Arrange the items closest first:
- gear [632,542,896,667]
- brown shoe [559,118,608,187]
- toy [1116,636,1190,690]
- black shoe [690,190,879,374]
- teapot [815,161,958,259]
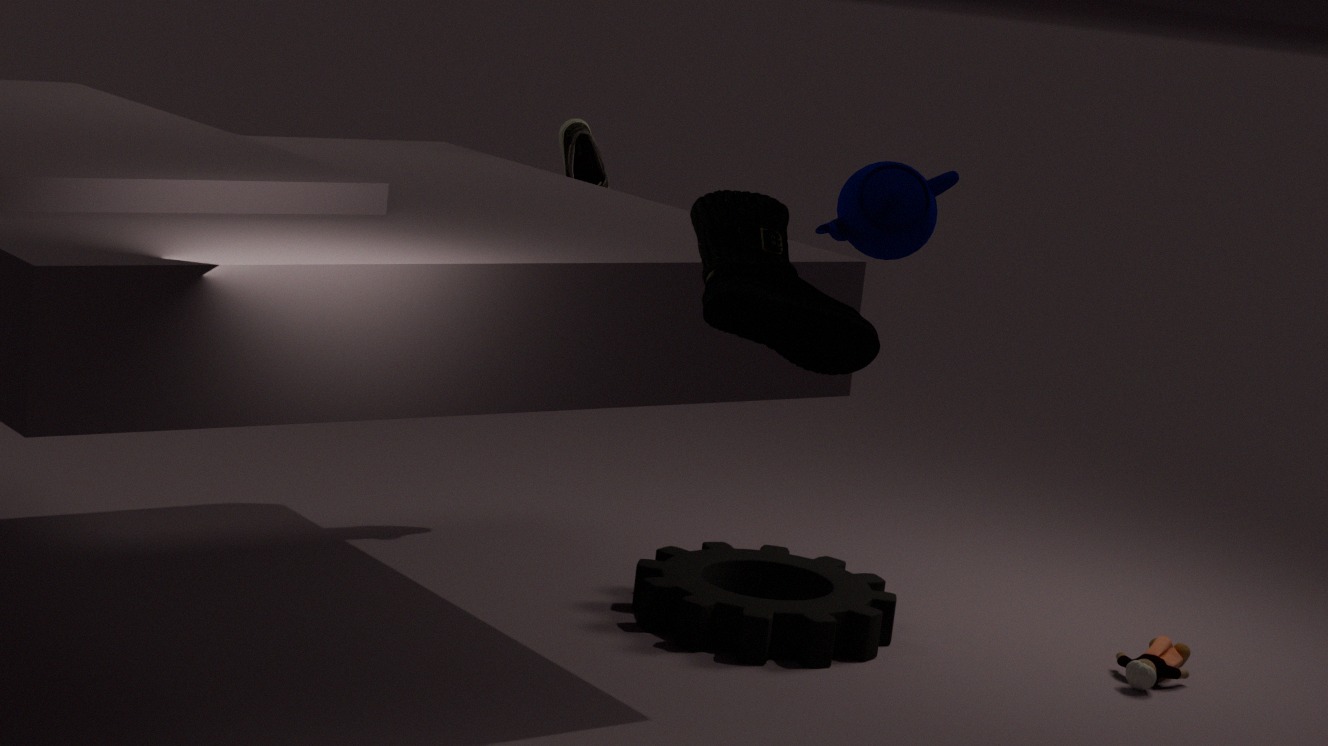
black shoe [690,190,879,374] → teapot [815,161,958,259] → gear [632,542,896,667] → toy [1116,636,1190,690] → brown shoe [559,118,608,187]
